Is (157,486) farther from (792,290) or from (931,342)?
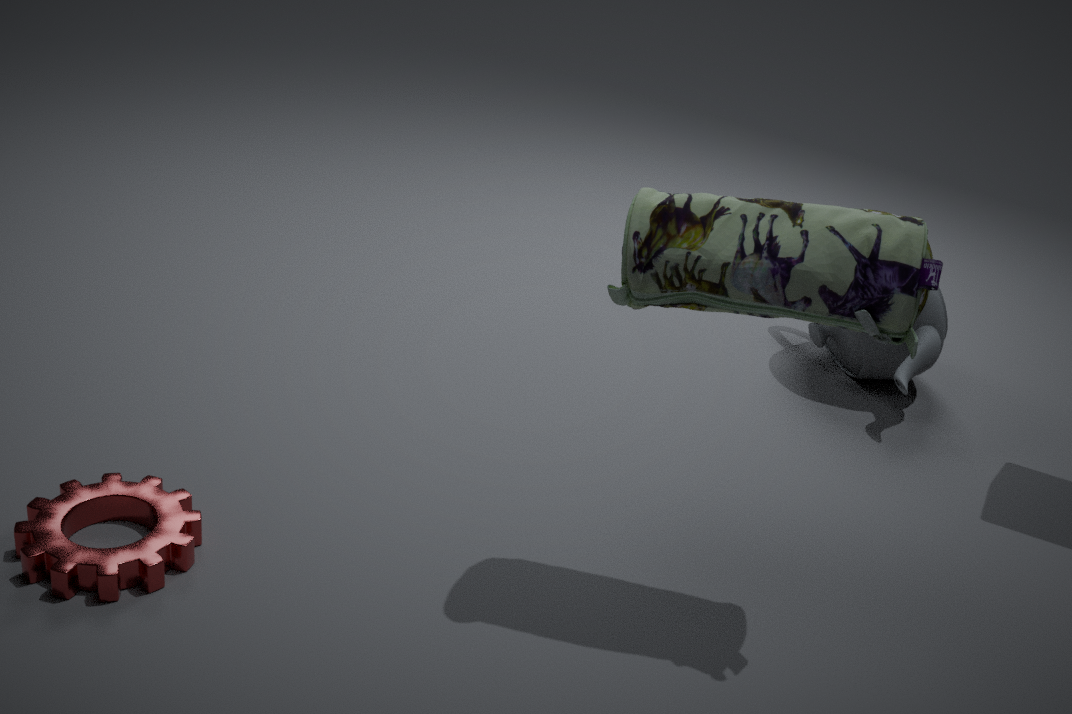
(931,342)
